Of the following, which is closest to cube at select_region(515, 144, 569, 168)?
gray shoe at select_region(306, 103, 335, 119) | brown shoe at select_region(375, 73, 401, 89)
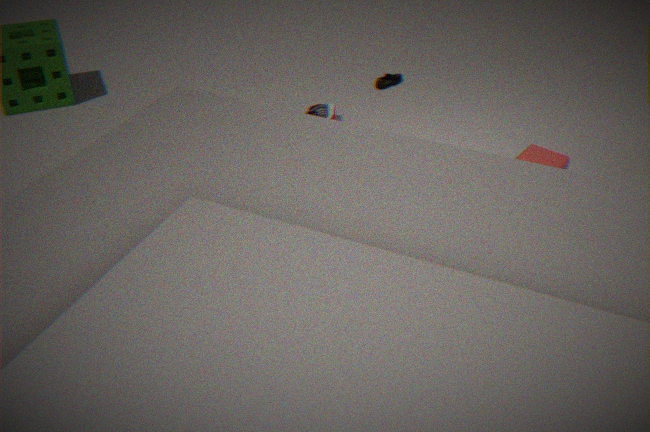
gray shoe at select_region(306, 103, 335, 119)
